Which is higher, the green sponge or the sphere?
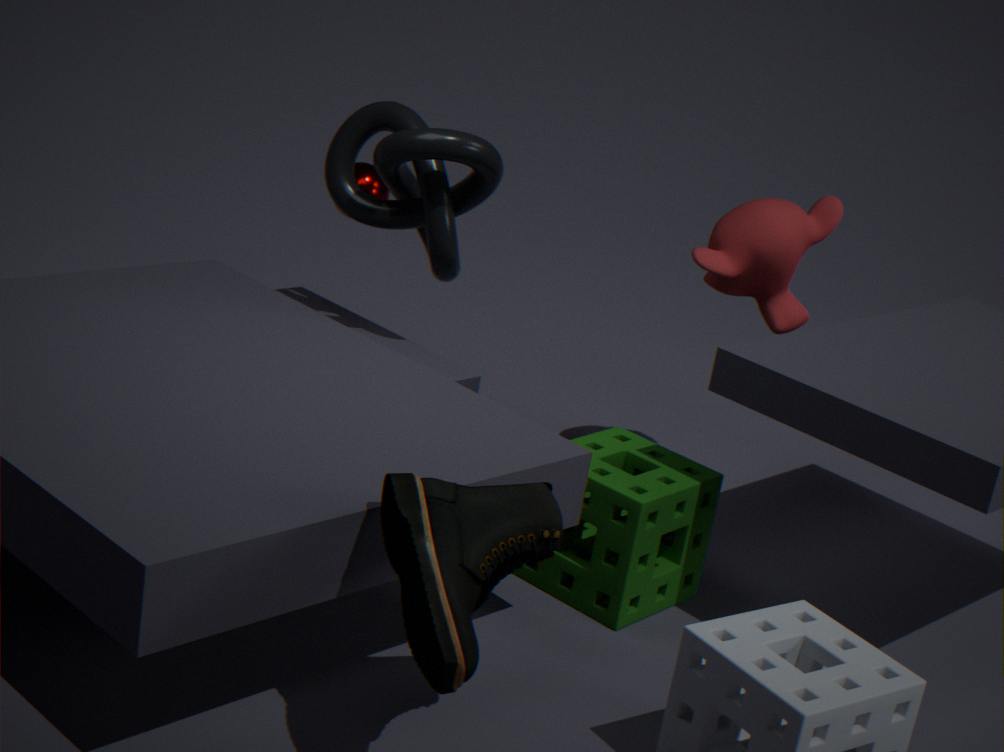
the sphere
